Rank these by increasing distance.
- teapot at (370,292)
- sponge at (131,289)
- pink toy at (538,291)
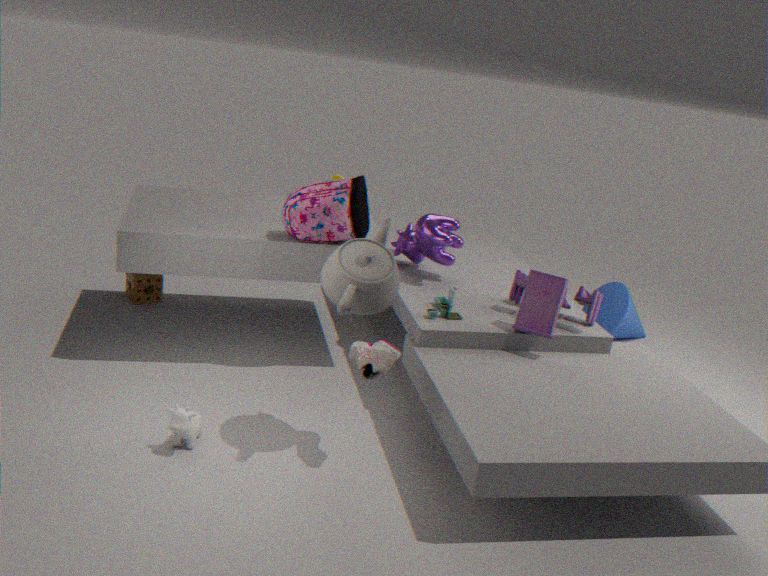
teapot at (370,292)
pink toy at (538,291)
sponge at (131,289)
